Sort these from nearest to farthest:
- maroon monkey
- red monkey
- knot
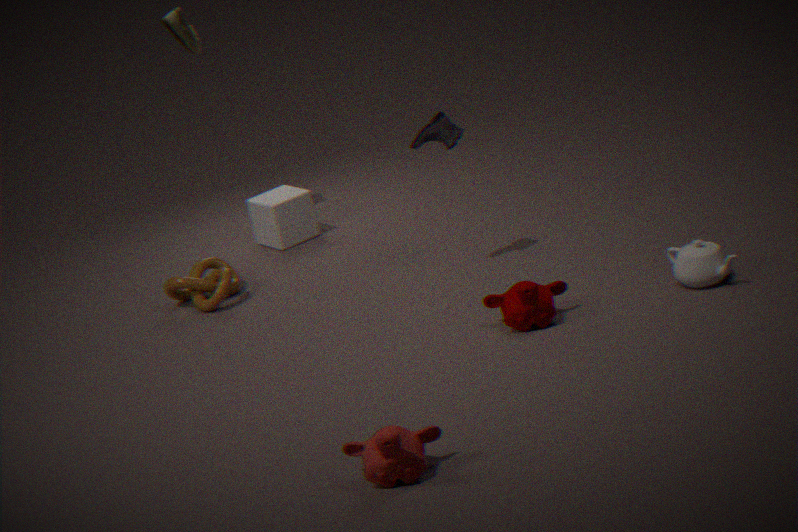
red monkey, maroon monkey, knot
